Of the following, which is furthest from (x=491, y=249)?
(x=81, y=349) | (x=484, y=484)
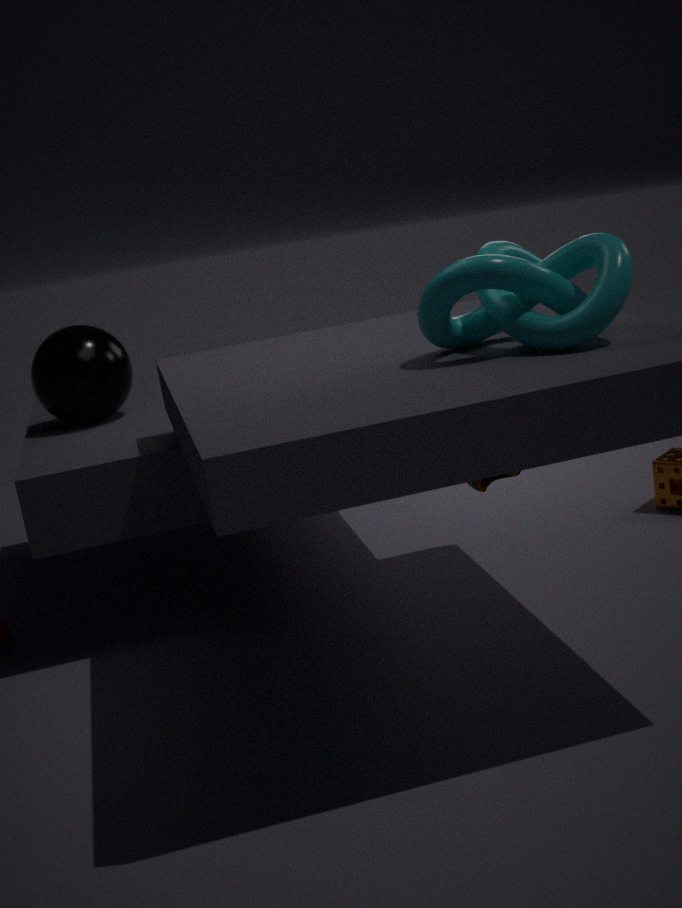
(x=81, y=349)
